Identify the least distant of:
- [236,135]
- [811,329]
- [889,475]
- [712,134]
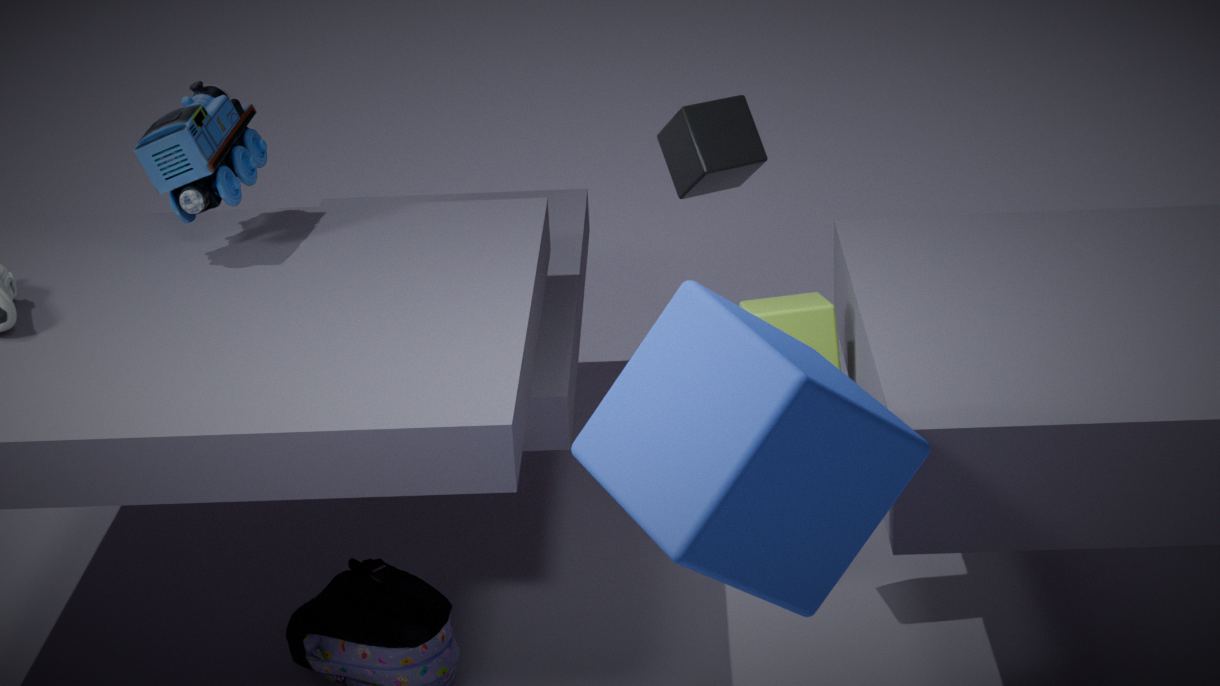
[889,475]
